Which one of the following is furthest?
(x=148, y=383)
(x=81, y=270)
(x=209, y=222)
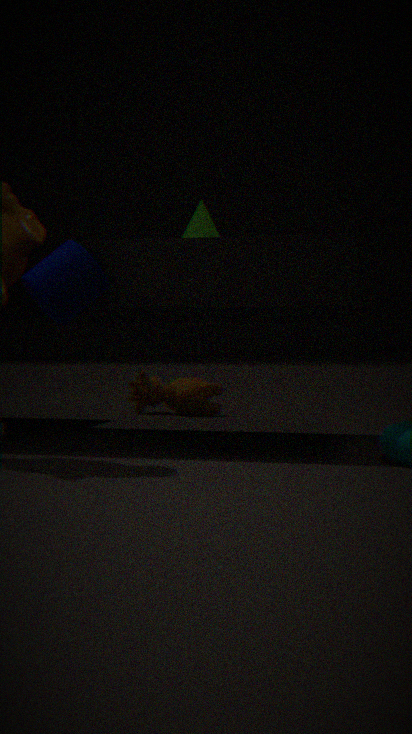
(x=148, y=383)
